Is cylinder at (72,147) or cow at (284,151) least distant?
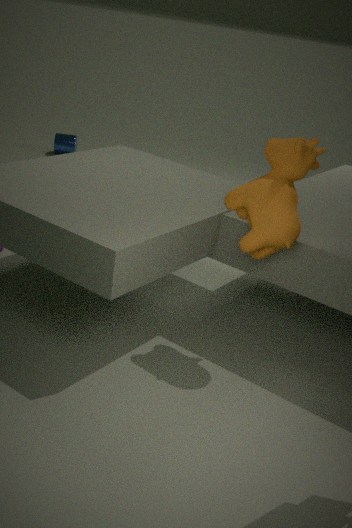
cow at (284,151)
